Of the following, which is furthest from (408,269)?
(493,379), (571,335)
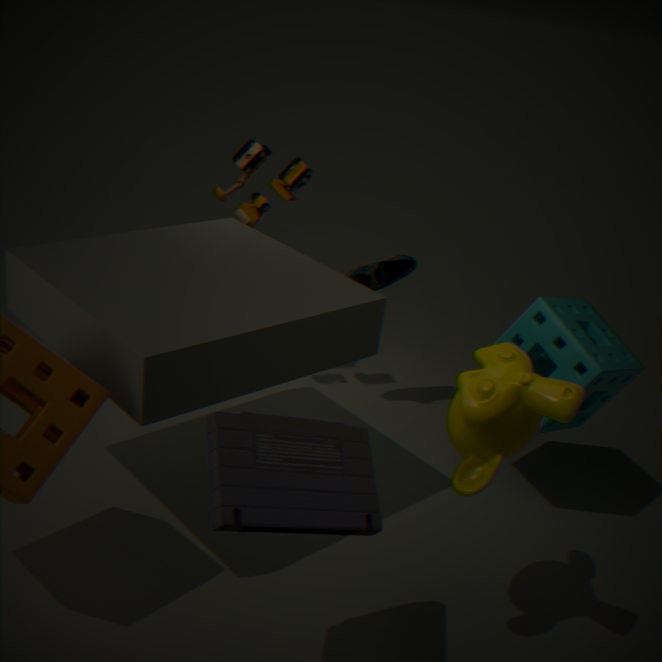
(493,379)
